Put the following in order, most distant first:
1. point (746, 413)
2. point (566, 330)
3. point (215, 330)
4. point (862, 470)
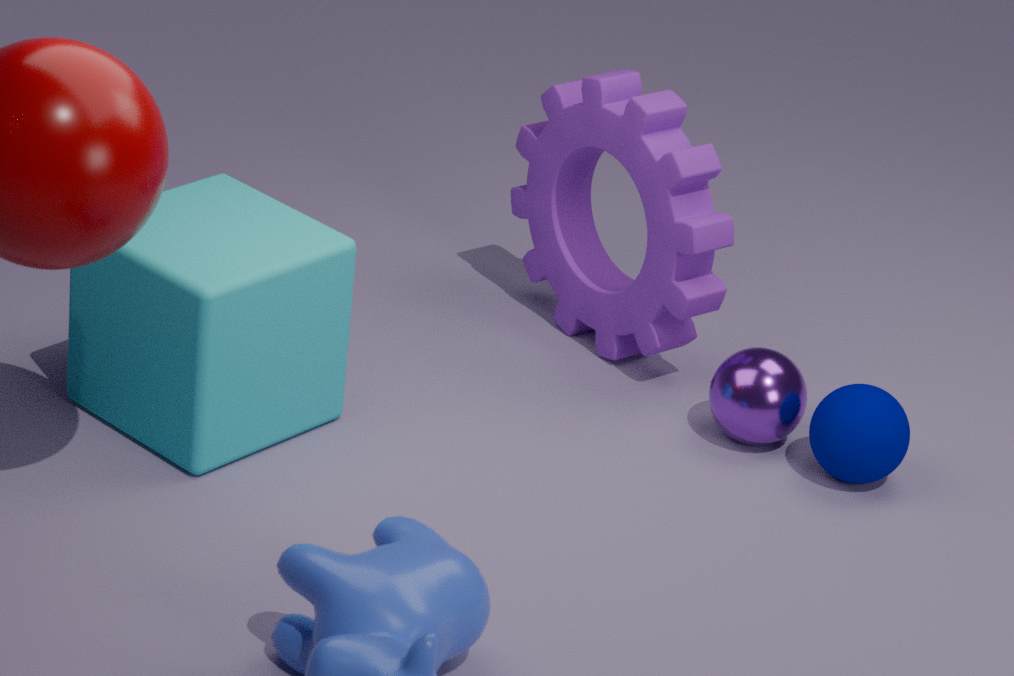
1. point (566, 330)
2. point (746, 413)
3. point (862, 470)
4. point (215, 330)
